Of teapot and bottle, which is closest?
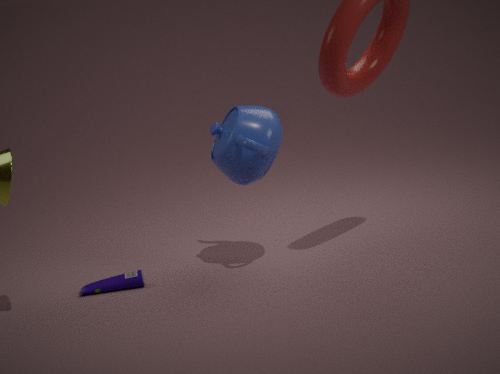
teapot
